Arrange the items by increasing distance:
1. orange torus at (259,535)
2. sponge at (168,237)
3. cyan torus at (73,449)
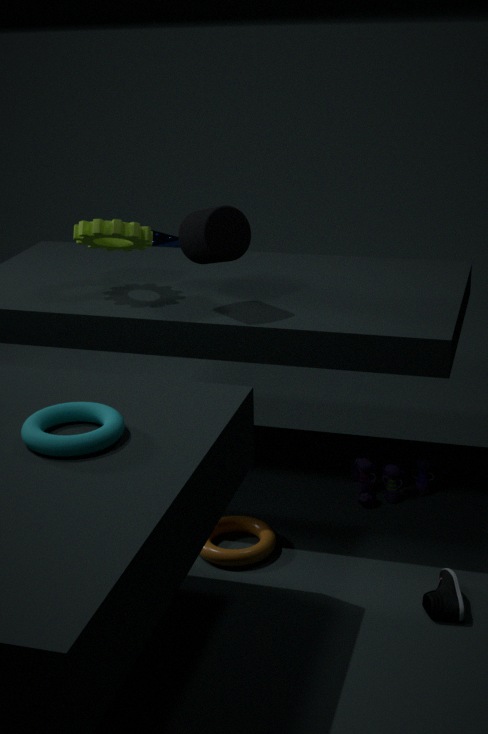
cyan torus at (73,449)
orange torus at (259,535)
sponge at (168,237)
